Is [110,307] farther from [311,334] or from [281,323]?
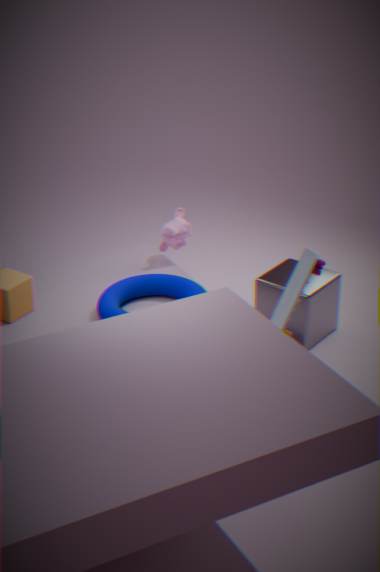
[311,334]
